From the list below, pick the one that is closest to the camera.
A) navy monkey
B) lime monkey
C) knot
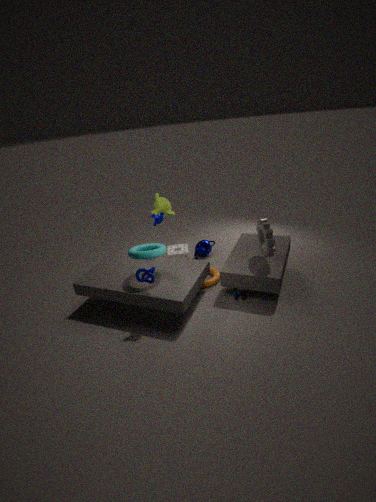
knot
